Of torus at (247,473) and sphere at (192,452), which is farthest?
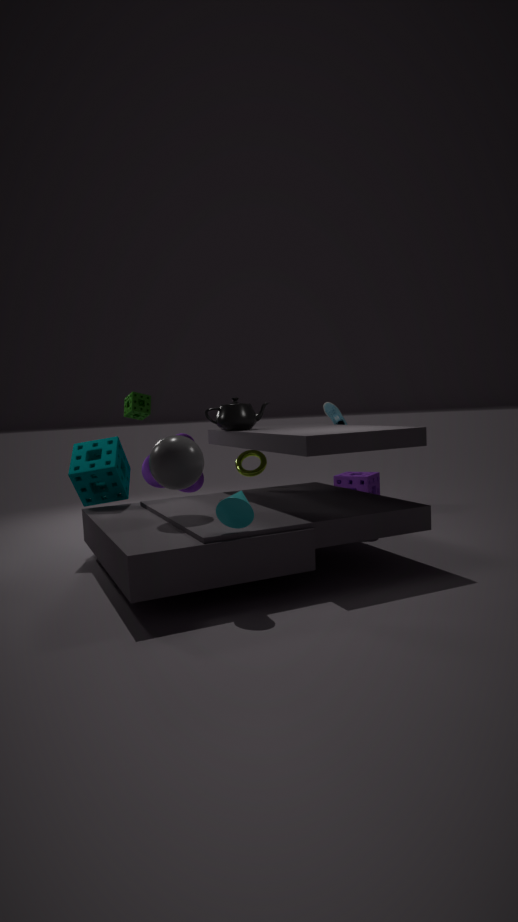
torus at (247,473)
